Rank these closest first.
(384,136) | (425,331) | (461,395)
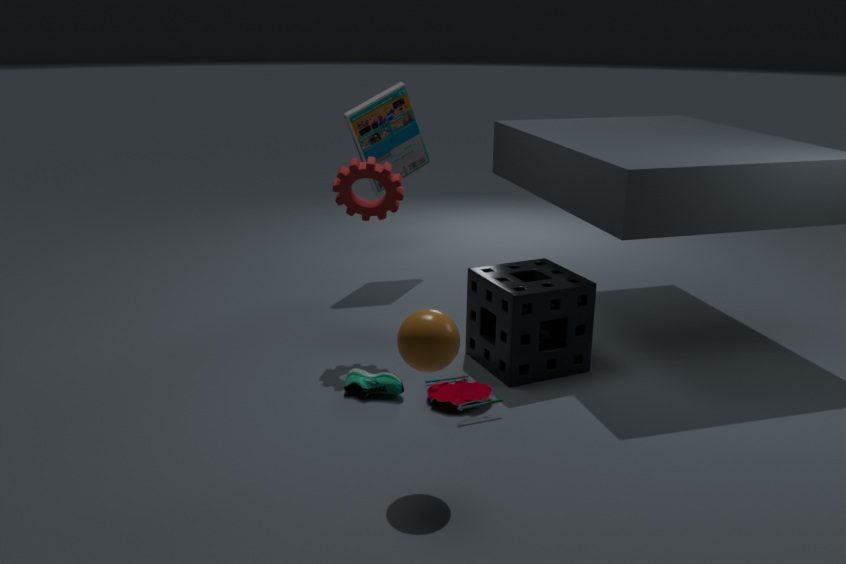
(425,331) < (461,395) < (384,136)
